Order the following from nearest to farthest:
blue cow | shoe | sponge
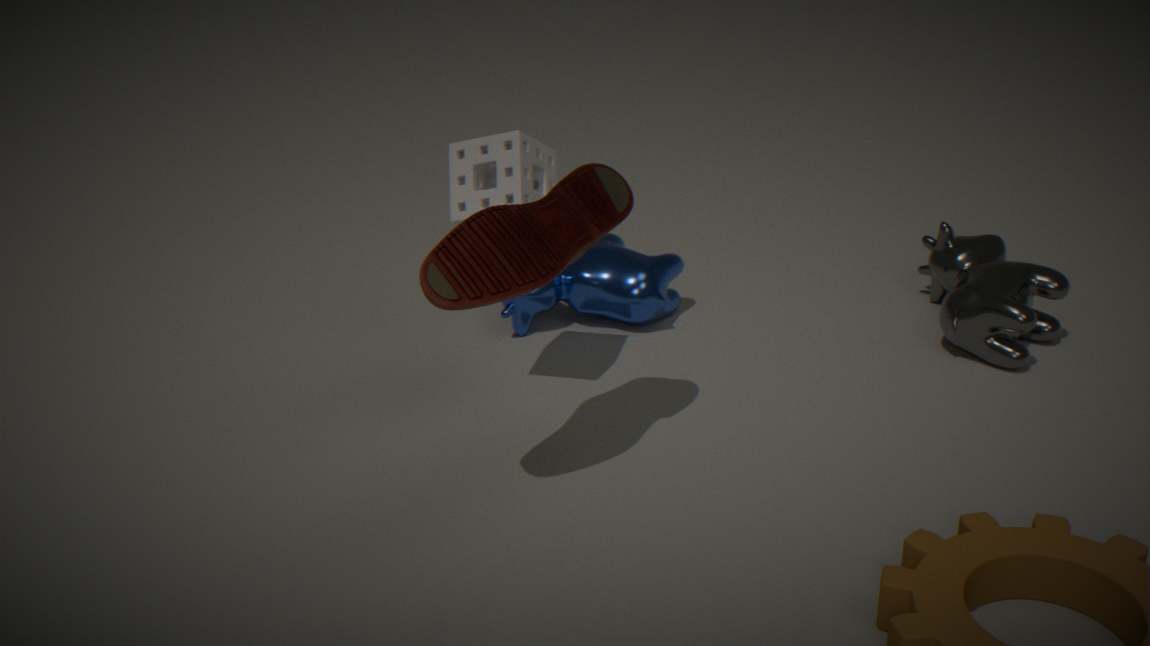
1. shoe
2. sponge
3. blue cow
